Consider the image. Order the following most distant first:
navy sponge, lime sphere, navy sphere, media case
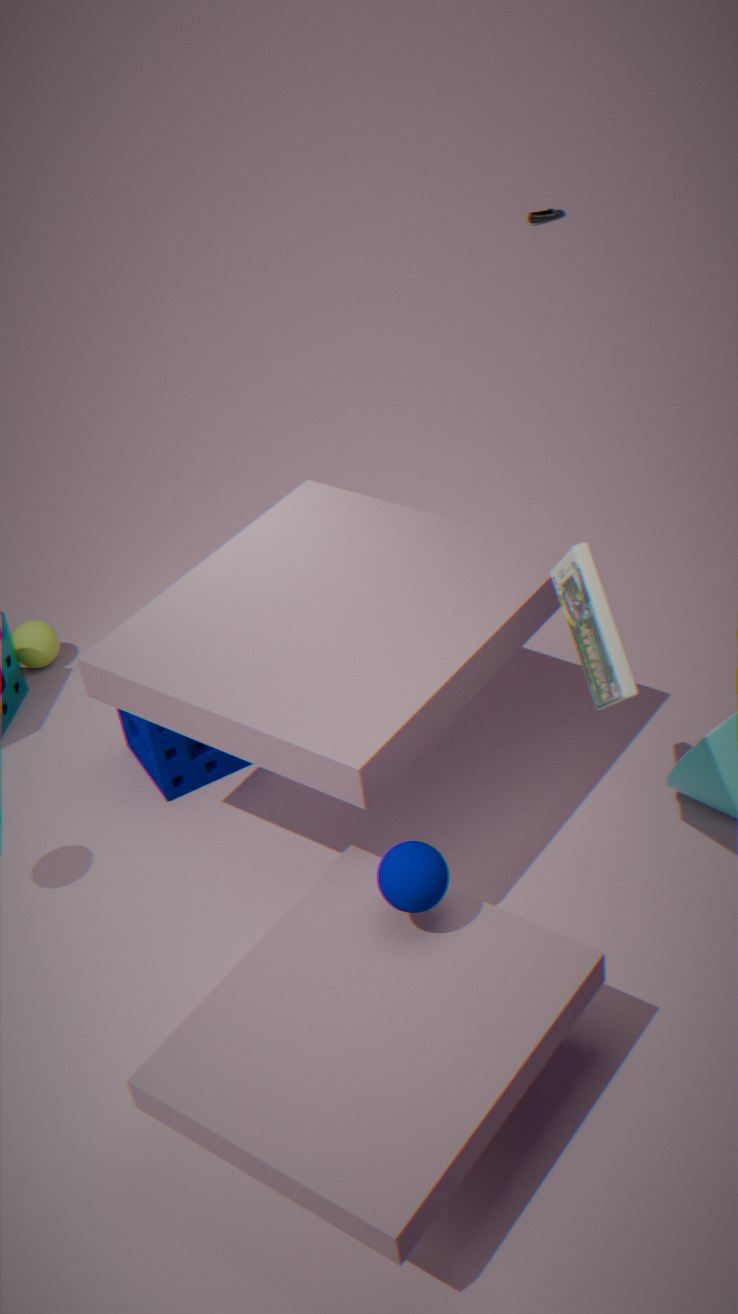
lime sphere, navy sponge, media case, navy sphere
